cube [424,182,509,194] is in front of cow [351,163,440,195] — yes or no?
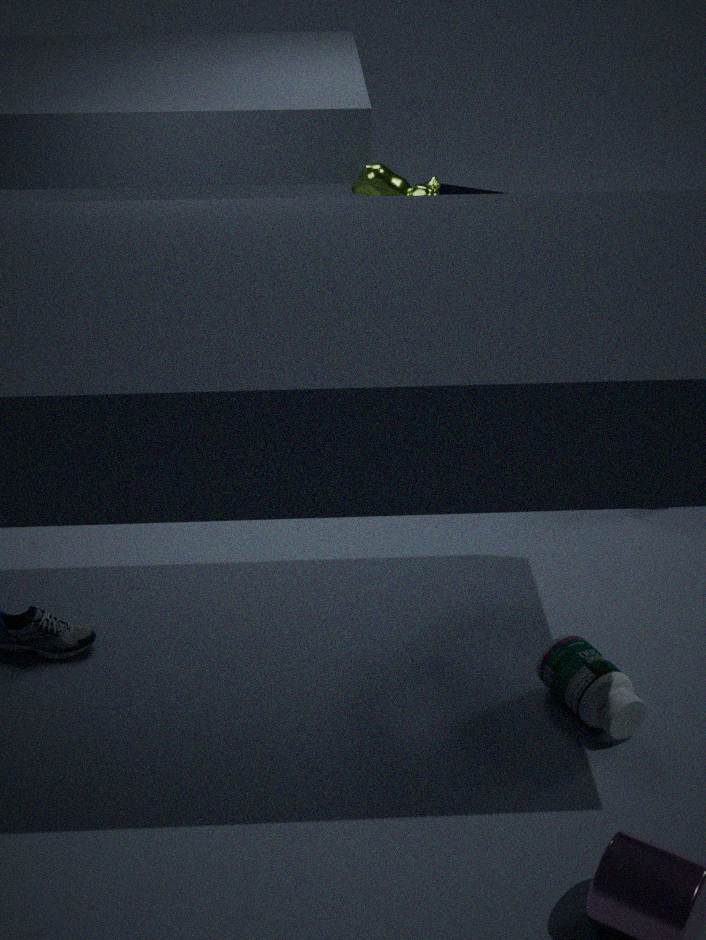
No
